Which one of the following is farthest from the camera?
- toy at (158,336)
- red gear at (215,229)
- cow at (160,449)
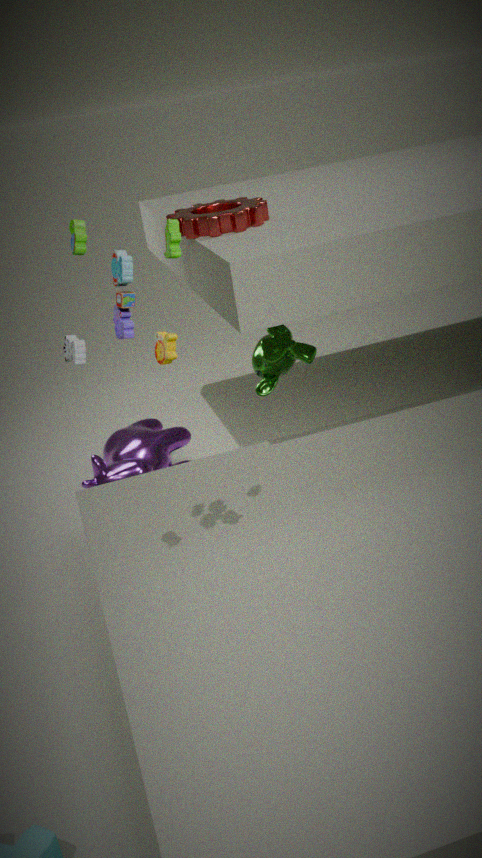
cow at (160,449)
